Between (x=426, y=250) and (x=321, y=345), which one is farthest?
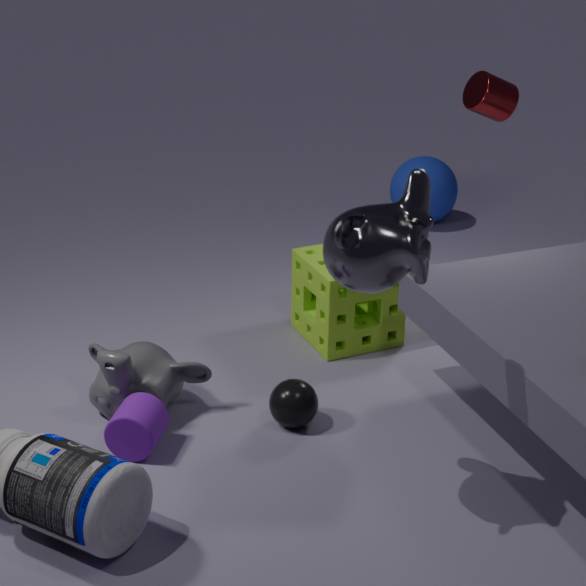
(x=321, y=345)
